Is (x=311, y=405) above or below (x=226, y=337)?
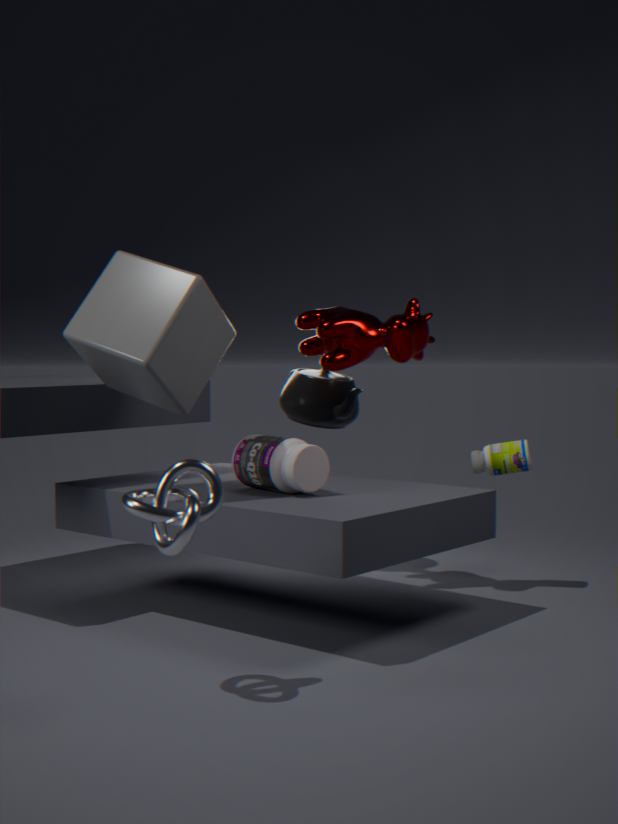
below
